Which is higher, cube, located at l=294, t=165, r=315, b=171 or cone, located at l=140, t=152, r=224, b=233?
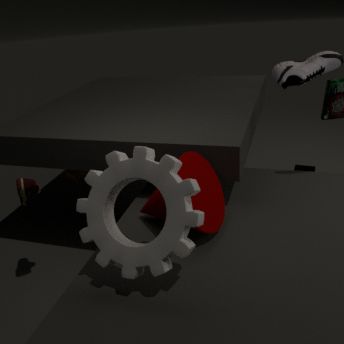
cone, located at l=140, t=152, r=224, b=233
